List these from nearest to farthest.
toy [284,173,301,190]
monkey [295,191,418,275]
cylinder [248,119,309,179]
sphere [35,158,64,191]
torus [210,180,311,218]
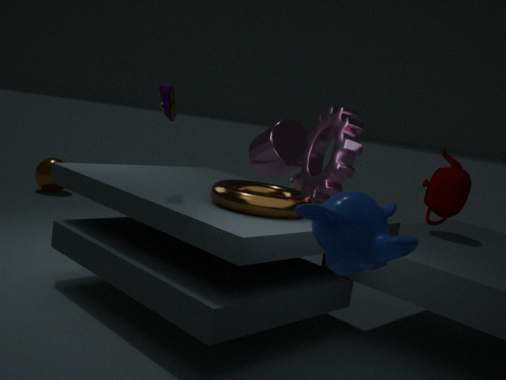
monkey [295,191,418,275] → torus [210,180,311,218] → toy [284,173,301,190] → cylinder [248,119,309,179] → sphere [35,158,64,191]
